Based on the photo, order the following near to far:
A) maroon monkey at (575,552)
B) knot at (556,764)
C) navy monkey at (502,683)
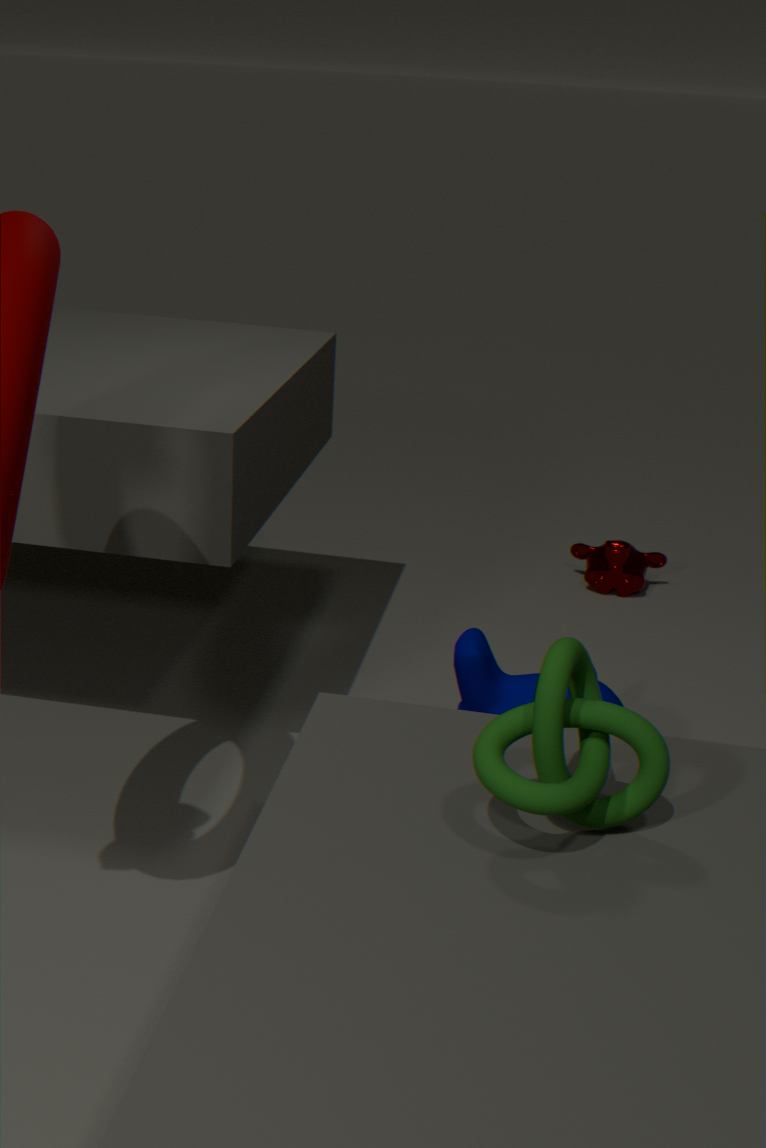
knot at (556,764)
navy monkey at (502,683)
maroon monkey at (575,552)
